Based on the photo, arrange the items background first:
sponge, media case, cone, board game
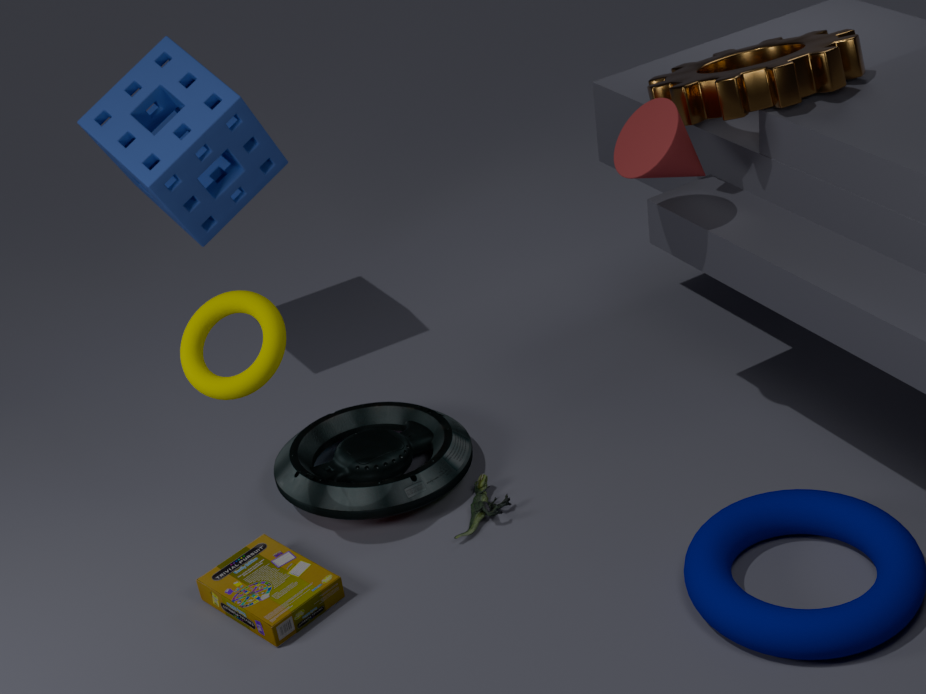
1. sponge
2. media case
3. cone
4. board game
